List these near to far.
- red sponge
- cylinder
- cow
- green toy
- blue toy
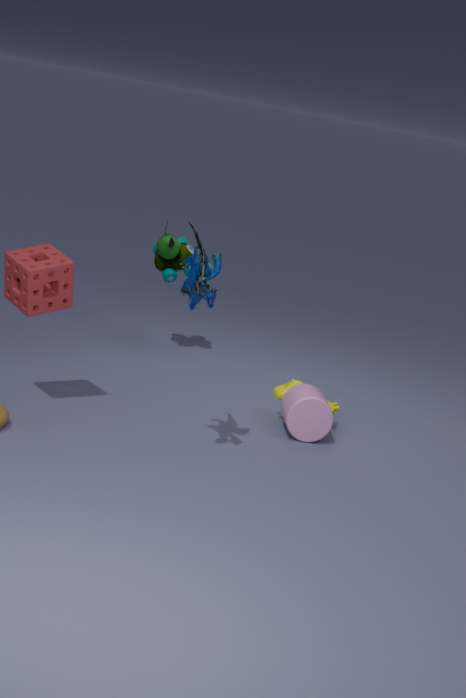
blue toy → red sponge → cylinder → cow → green toy
